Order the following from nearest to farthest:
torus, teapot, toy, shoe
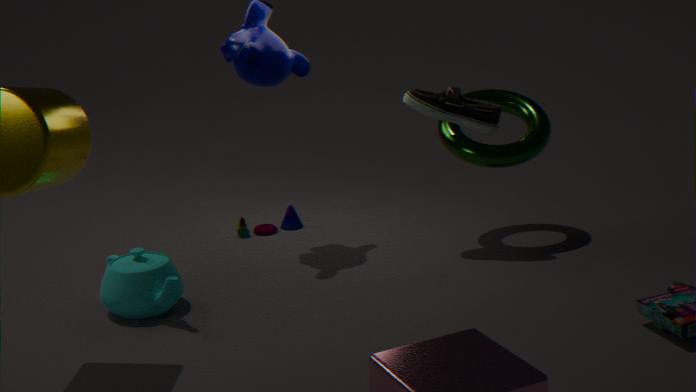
1. teapot
2. shoe
3. torus
4. toy
